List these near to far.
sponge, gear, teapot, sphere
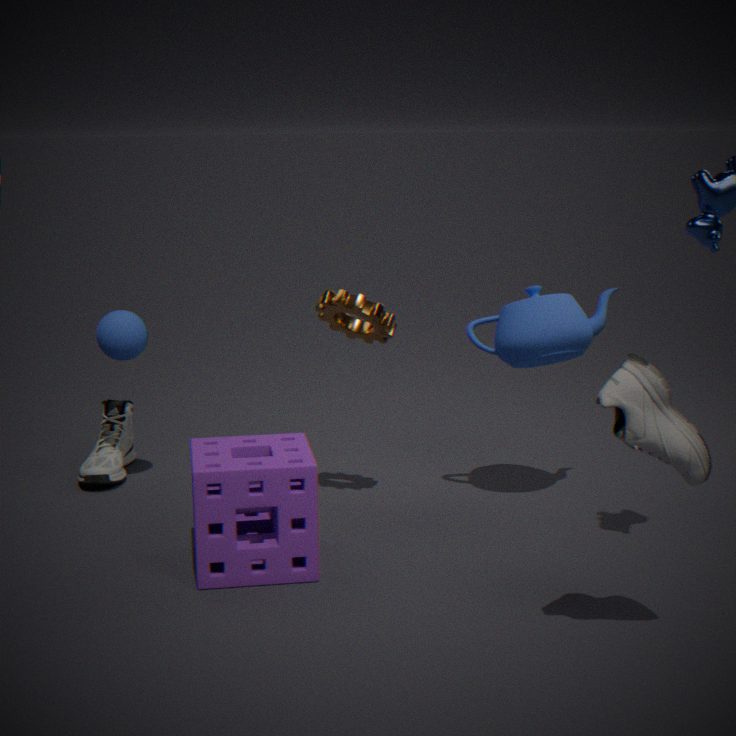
sponge < gear < teapot < sphere
